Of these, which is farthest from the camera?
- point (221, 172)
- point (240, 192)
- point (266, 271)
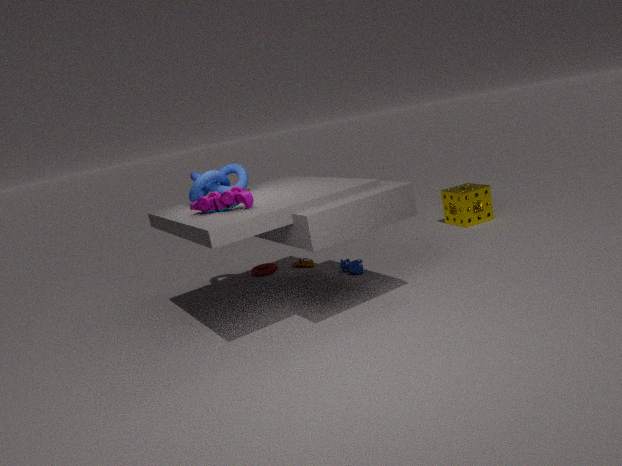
point (266, 271)
